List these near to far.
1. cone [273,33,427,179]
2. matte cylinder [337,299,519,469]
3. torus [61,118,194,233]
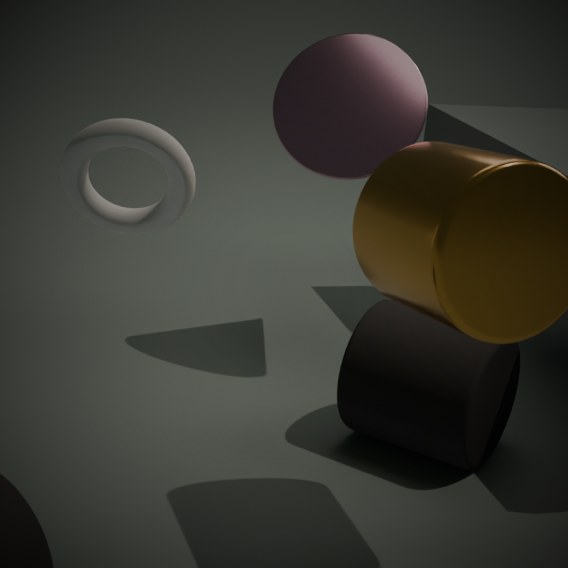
torus [61,118,194,233] < matte cylinder [337,299,519,469] < cone [273,33,427,179]
